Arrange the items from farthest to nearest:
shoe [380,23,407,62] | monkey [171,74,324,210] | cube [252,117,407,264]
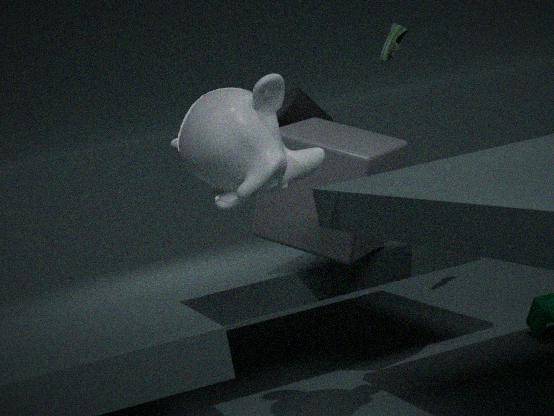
shoe [380,23,407,62], cube [252,117,407,264], monkey [171,74,324,210]
